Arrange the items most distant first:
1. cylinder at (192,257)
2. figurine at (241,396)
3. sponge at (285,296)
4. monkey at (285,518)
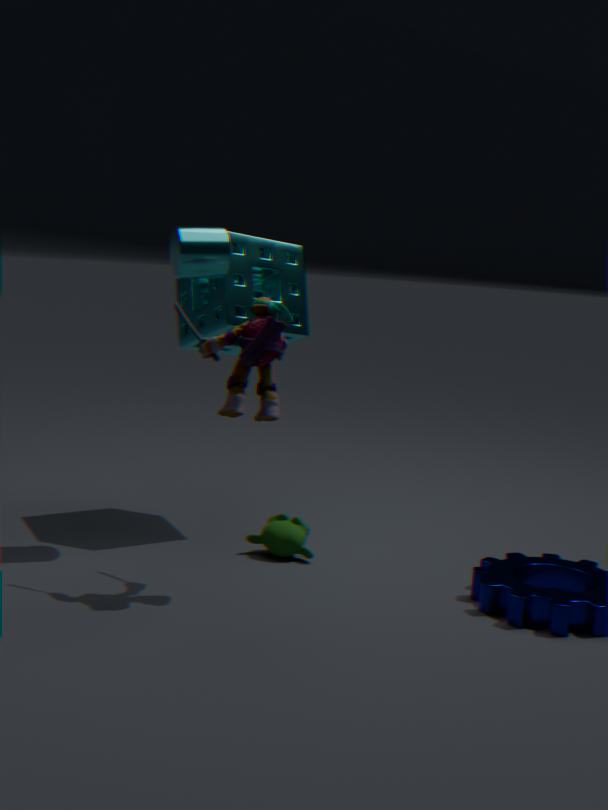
sponge at (285,296) → monkey at (285,518) → cylinder at (192,257) → figurine at (241,396)
